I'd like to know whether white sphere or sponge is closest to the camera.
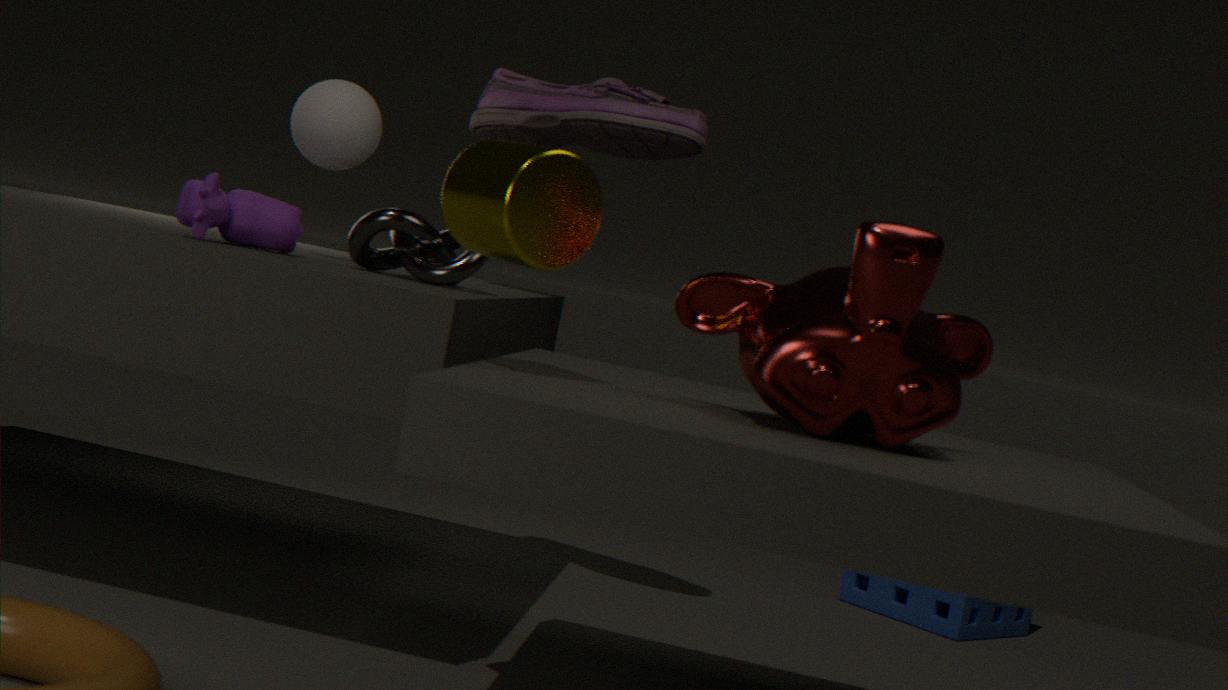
white sphere
